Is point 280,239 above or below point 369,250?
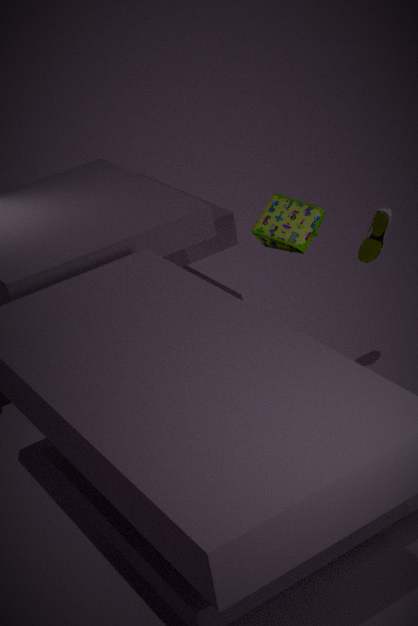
above
